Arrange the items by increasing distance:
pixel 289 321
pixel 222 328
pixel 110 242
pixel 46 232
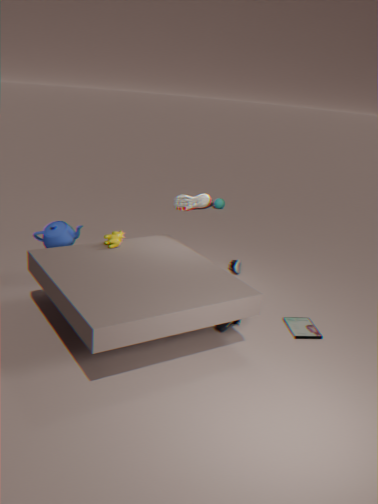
pixel 222 328 → pixel 110 242 → pixel 289 321 → pixel 46 232
